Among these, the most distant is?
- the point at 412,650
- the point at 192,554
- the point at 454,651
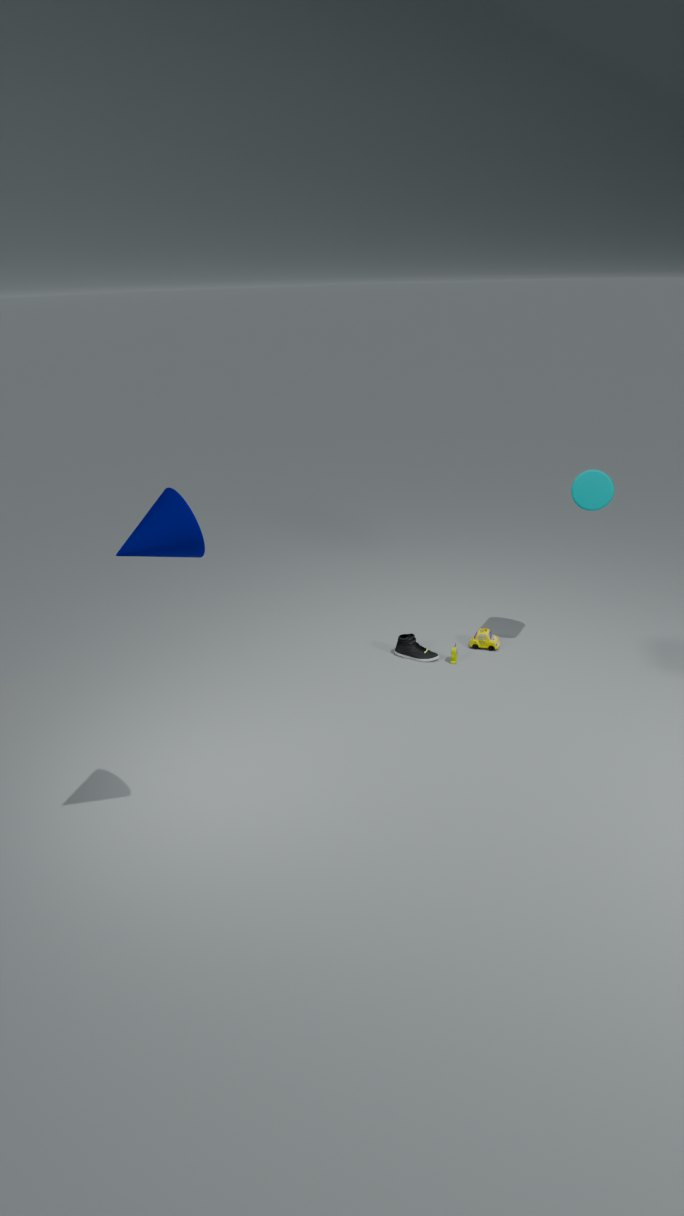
the point at 412,650
